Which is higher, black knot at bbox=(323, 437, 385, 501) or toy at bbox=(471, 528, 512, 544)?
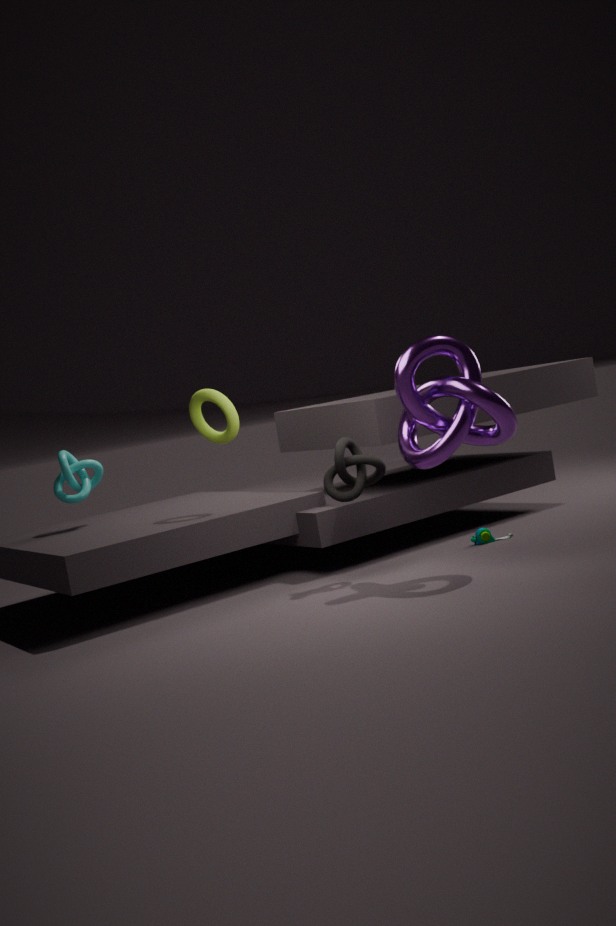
black knot at bbox=(323, 437, 385, 501)
